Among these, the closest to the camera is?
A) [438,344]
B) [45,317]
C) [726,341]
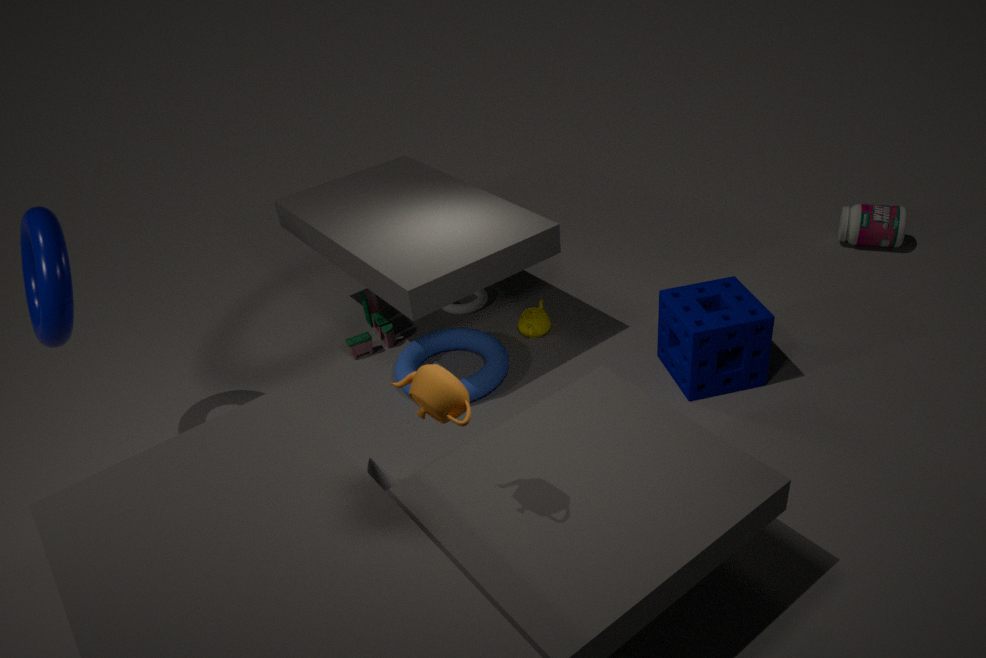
[45,317]
